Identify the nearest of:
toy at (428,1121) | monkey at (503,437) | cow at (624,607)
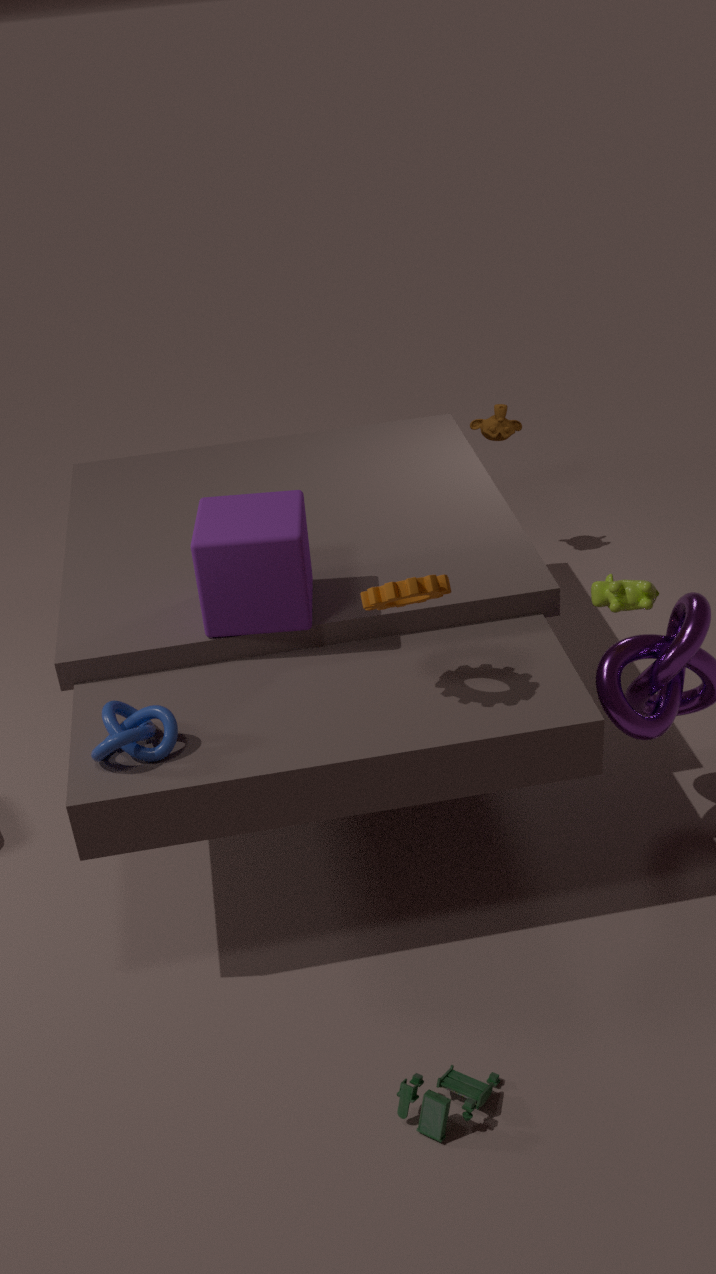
toy at (428,1121)
